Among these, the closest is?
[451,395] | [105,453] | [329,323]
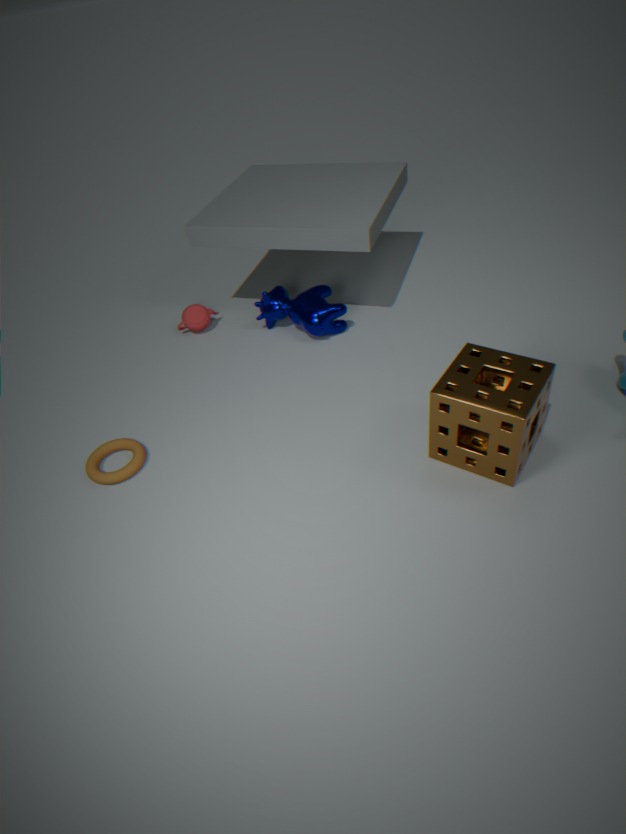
[451,395]
